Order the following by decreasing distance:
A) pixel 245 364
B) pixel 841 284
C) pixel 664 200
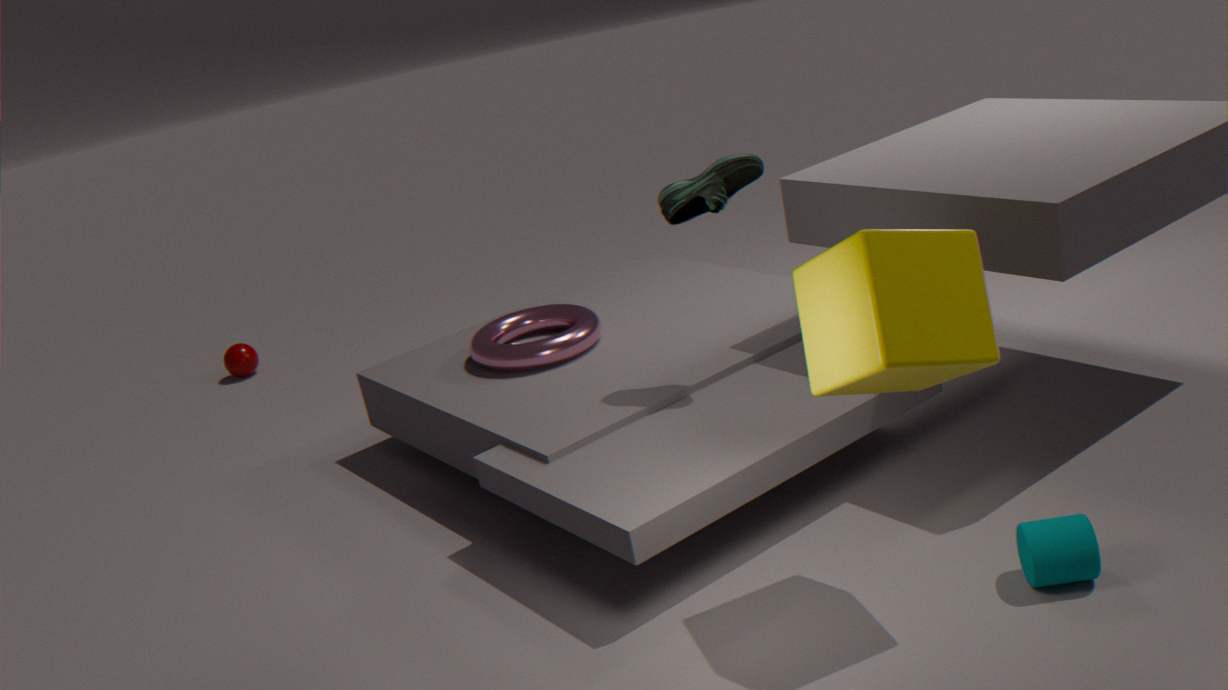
pixel 245 364 < pixel 664 200 < pixel 841 284
